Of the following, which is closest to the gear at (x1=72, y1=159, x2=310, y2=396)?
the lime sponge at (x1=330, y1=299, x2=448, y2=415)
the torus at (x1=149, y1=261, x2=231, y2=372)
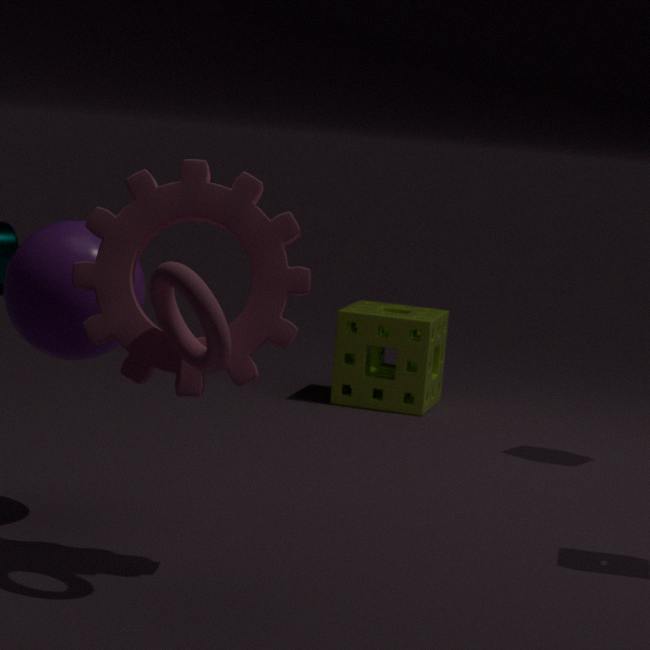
the torus at (x1=149, y1=261, x2=231, y2=372)
